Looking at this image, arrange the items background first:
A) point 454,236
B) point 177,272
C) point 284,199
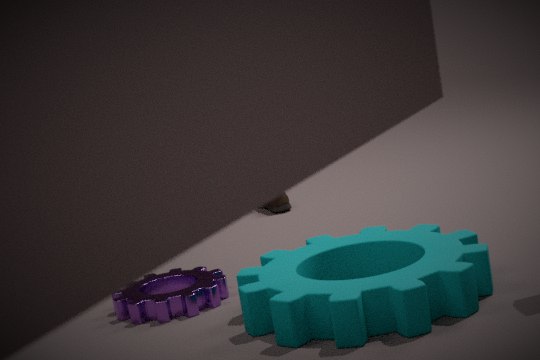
1. point 284,199
2. point 177,272
3. point 454,236
